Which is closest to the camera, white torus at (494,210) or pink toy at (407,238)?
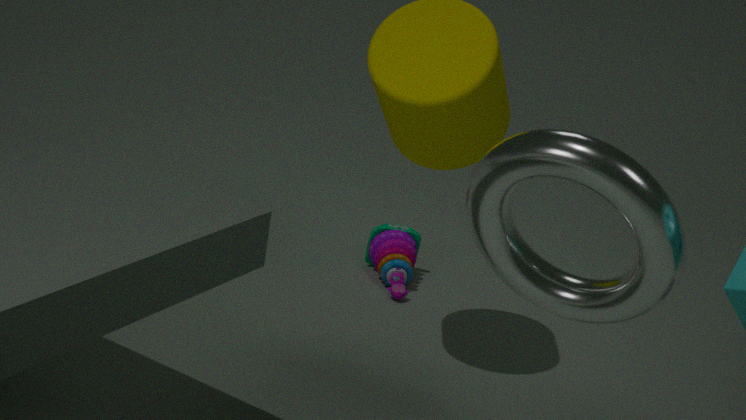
white torus at (494,210)
